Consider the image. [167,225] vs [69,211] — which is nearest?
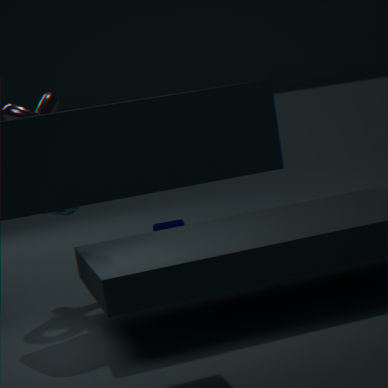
[69,211]
